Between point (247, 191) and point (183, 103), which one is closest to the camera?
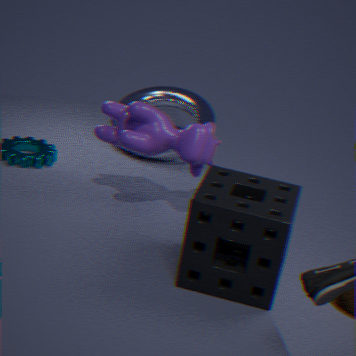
point (247, 191)
